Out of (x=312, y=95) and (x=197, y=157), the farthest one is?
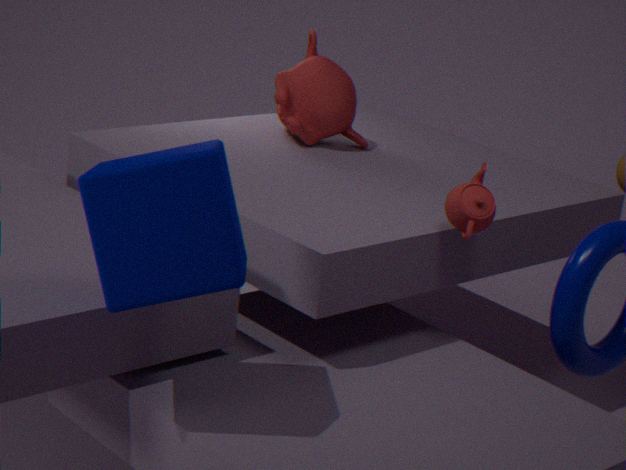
(x=312, y=95)
